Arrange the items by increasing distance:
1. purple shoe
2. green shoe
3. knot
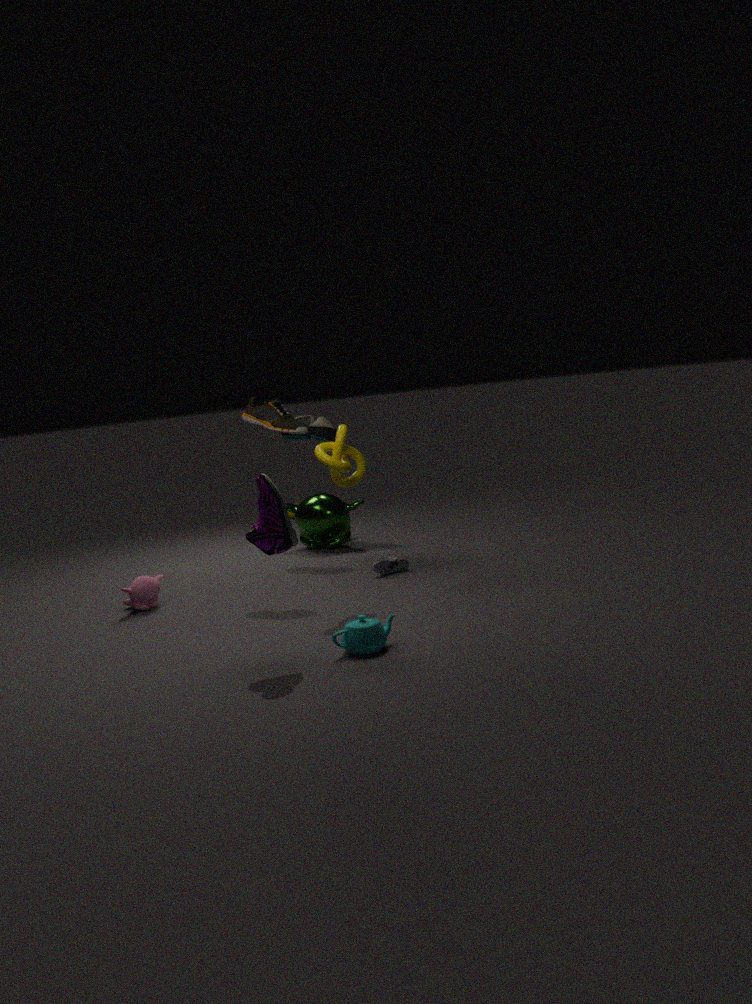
purple shoe
knot
green shoe
